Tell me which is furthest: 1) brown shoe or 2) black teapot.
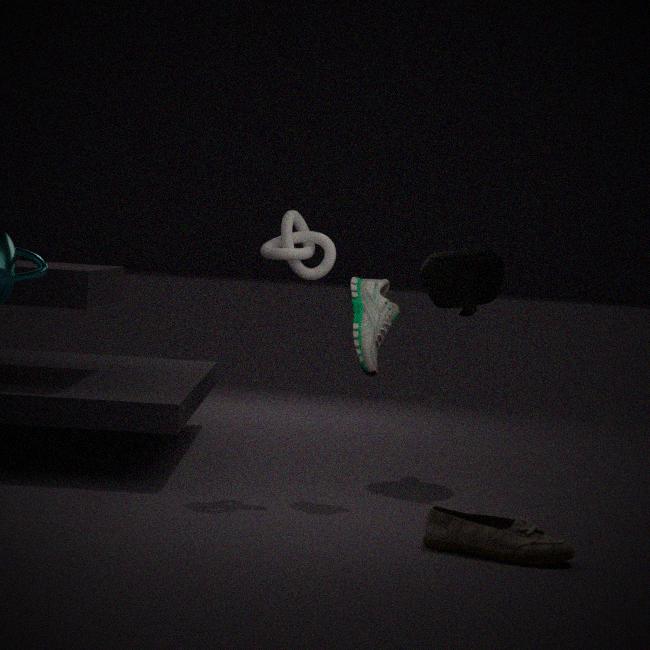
2. black teapot
